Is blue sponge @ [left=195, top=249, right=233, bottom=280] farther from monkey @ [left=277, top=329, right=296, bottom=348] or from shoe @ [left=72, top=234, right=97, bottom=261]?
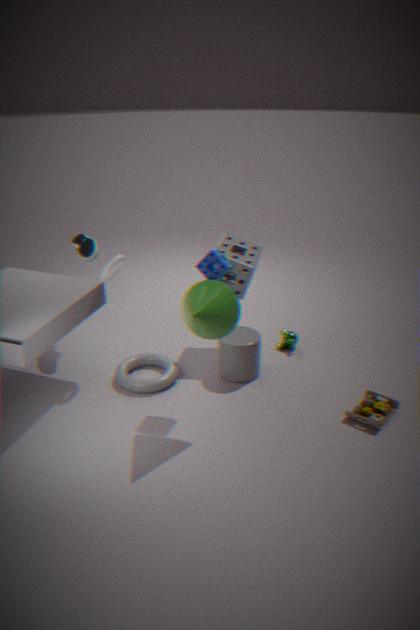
monkey @ [left=277, top=329, right=296, bottom=348]
